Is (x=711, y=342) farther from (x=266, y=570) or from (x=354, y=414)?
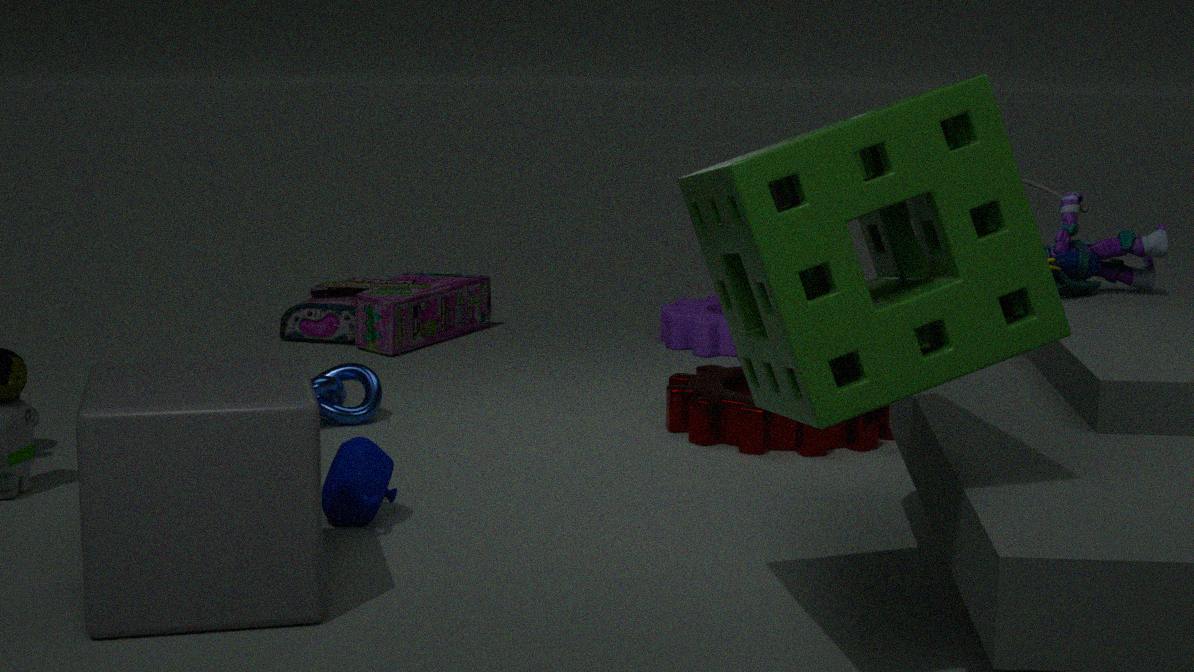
(x=266, y=570)
